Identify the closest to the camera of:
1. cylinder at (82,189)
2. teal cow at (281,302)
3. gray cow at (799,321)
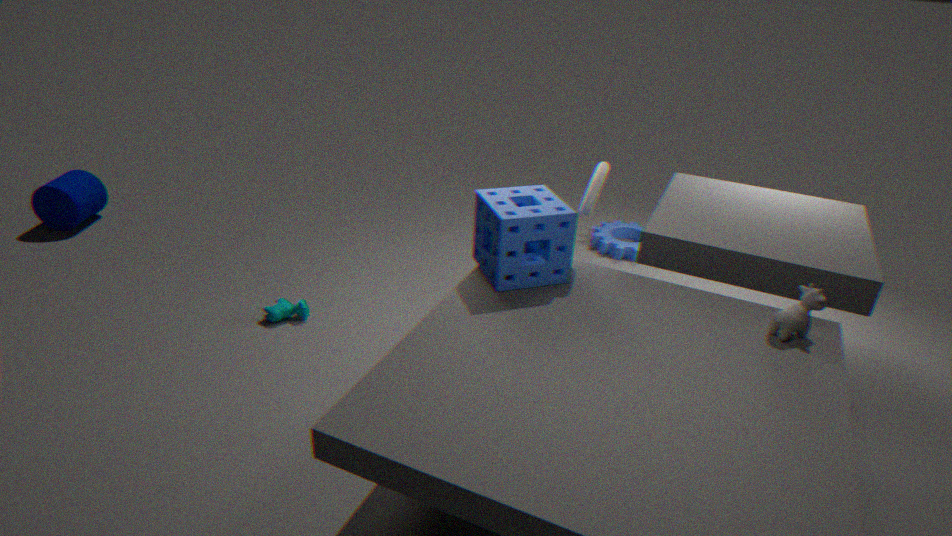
gray cow at (799,321)
